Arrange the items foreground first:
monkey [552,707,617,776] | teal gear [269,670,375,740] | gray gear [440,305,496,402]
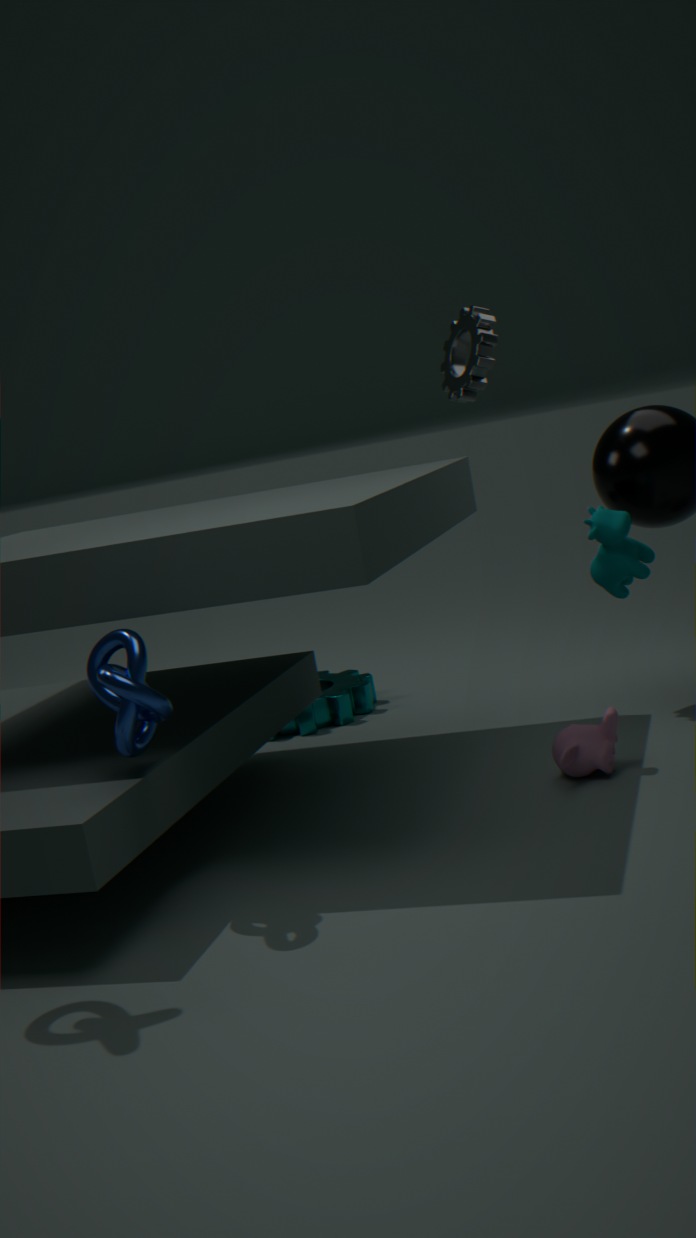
1. monkey [552,707,617,776]
2. gray gear [440,305,496,402]
3. teal gear [269,670,375,740]
